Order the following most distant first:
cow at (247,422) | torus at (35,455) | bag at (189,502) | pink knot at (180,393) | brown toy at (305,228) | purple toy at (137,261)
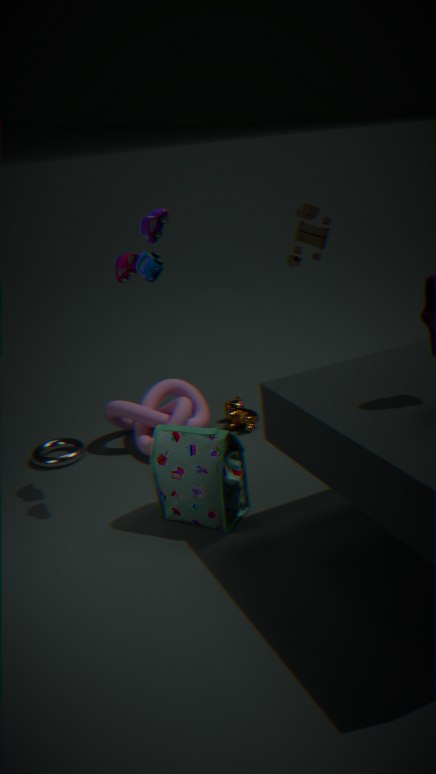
cow at (247,422)
torus at (35,455)
pink knot at (180,393)
purple toy at (137,261)
bag at (189,502)
brown toy at (305,228)
